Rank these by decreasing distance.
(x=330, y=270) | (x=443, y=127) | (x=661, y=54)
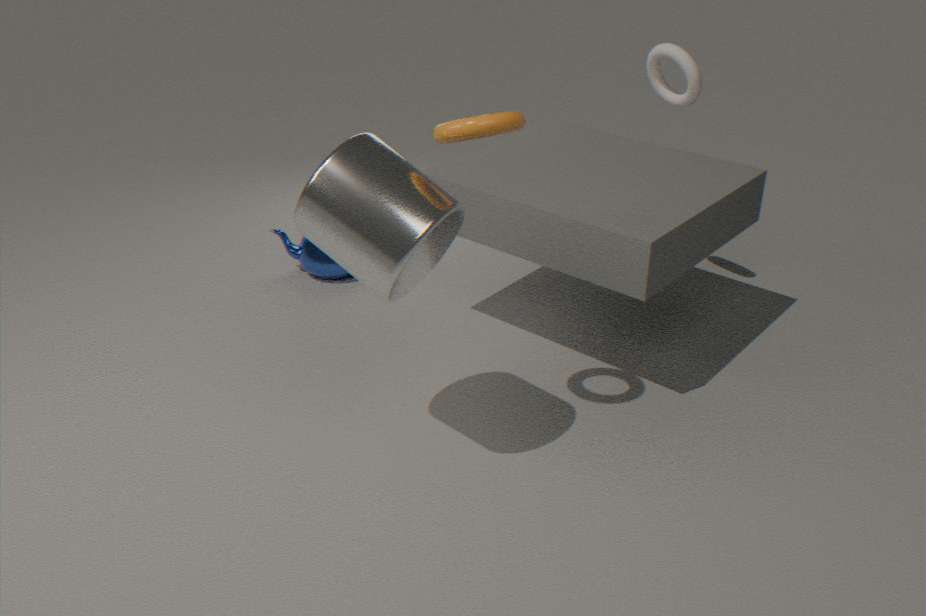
(x=330, y=270), (x=661, y=54), (x=443, y=127)
